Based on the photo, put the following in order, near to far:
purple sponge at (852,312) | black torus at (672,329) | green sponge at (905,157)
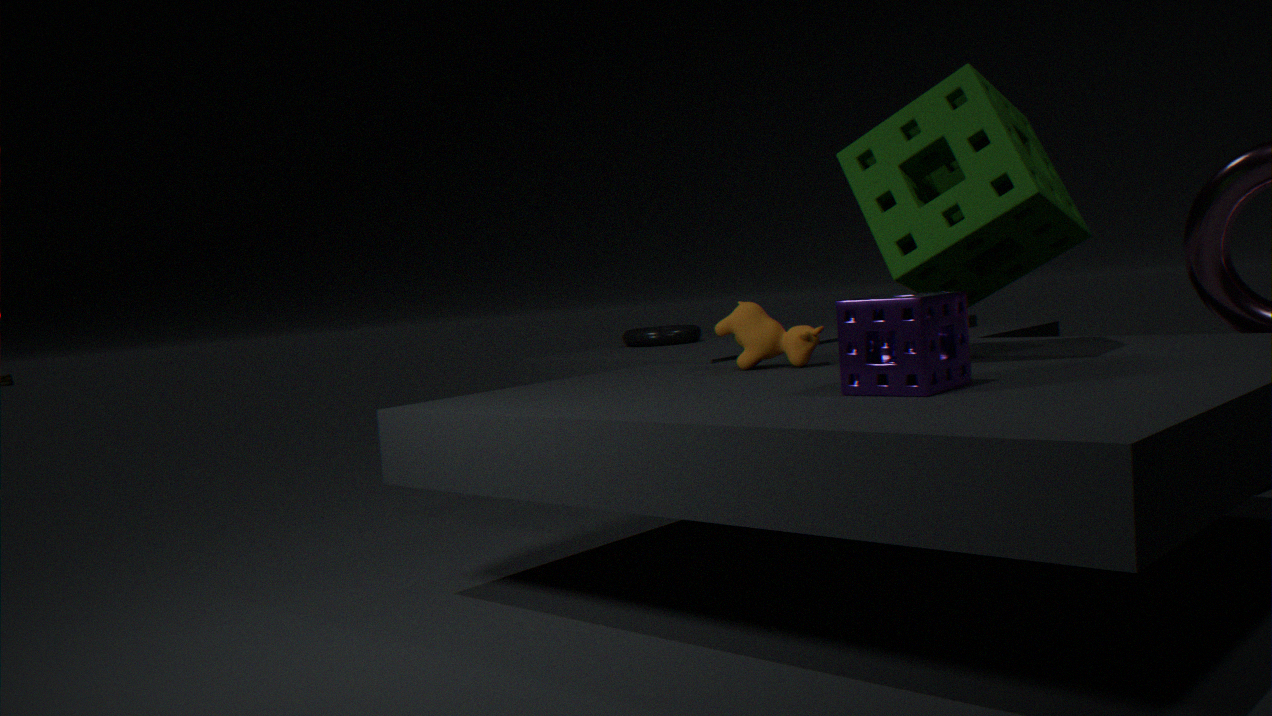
purple sponge at (852,312), green sponge at (905,157), black torus at (672,329)
